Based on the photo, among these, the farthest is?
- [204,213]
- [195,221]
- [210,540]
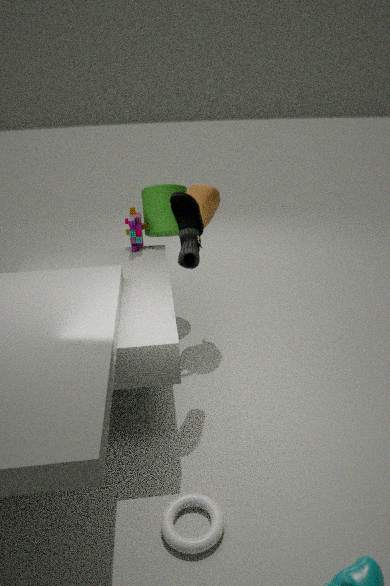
[204,213]
